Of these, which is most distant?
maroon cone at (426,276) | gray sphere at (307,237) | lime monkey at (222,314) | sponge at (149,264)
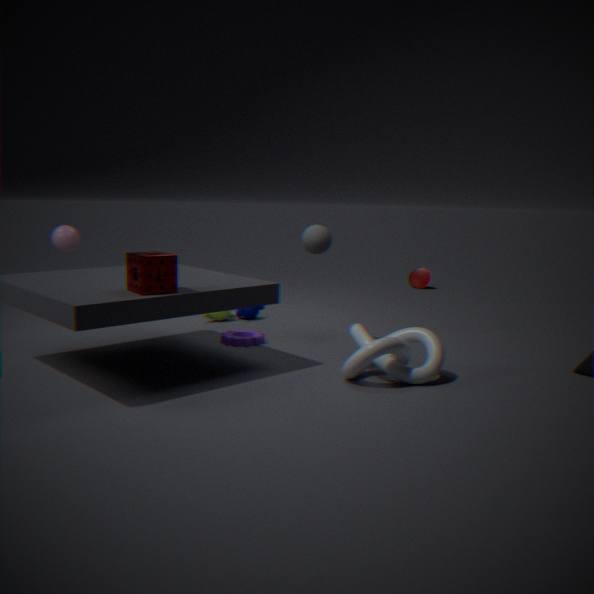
maroon cone at (426,276)
